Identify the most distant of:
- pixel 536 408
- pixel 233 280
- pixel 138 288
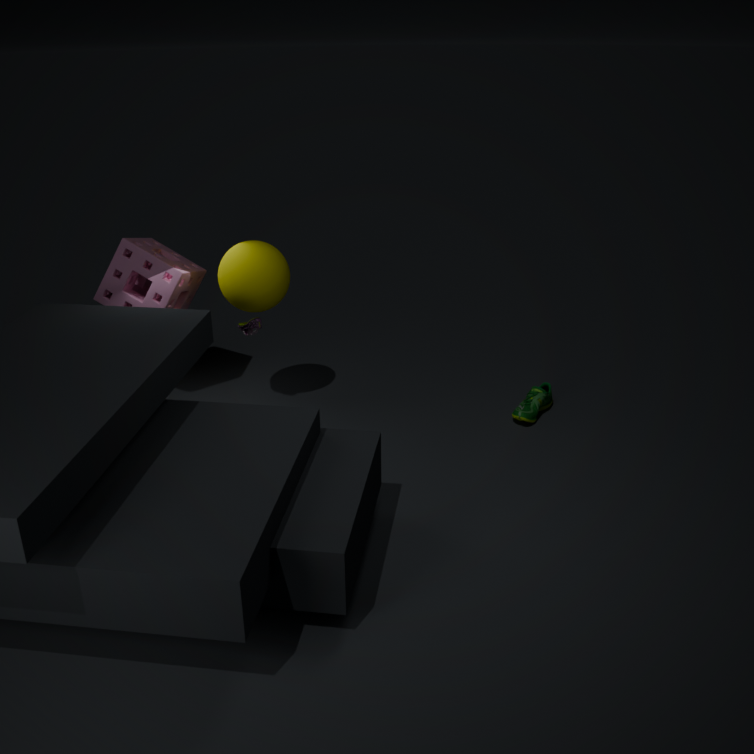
pixel 138 288
